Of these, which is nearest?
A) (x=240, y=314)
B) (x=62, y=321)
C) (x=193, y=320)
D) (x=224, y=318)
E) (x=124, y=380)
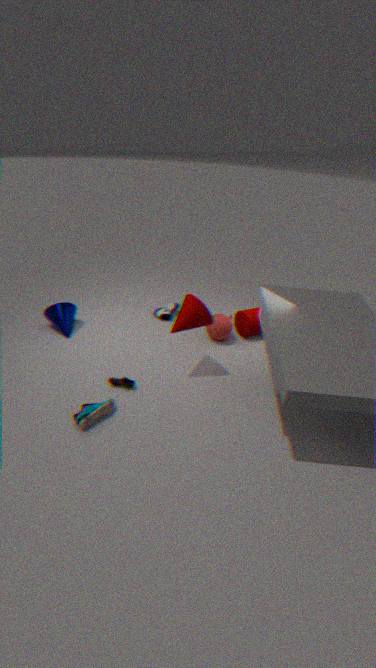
(x=193, y=320)
